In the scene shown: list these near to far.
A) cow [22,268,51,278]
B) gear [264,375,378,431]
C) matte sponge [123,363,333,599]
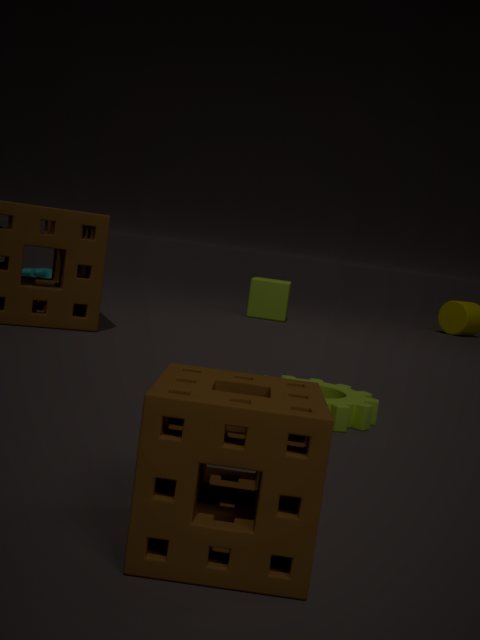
matte sponge [123,363,333,599] < gear [264,375,378,431] < cow [22,268,51,278]
